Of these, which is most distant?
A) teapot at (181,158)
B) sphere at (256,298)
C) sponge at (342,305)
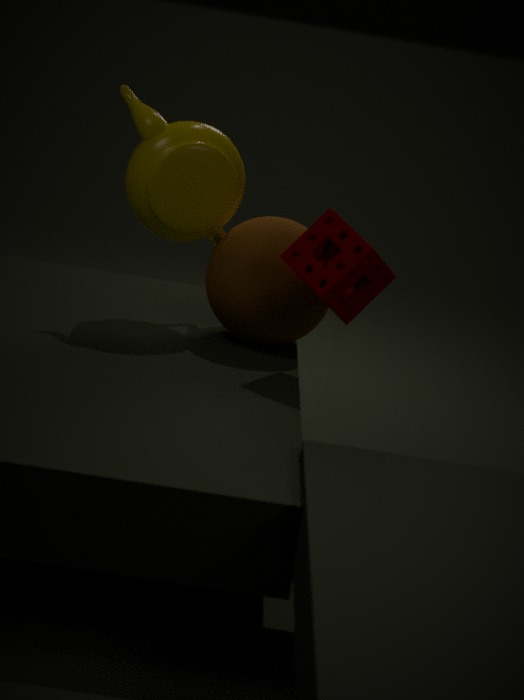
teapot at (181,158)
